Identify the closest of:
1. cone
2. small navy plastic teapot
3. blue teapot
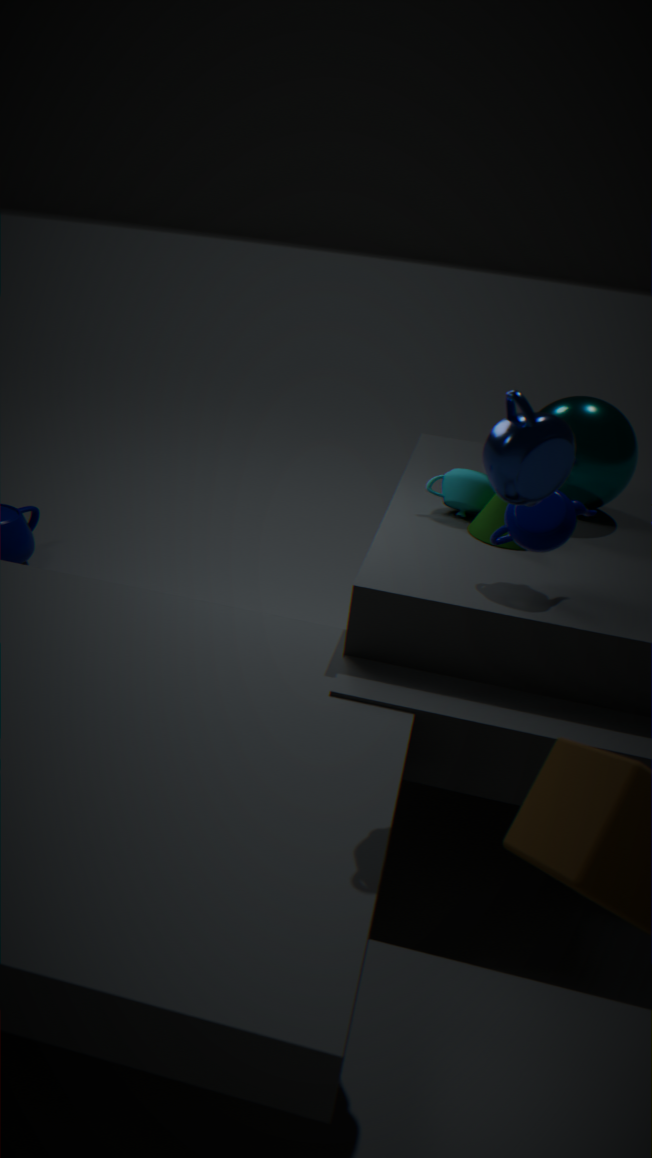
blue teapot
